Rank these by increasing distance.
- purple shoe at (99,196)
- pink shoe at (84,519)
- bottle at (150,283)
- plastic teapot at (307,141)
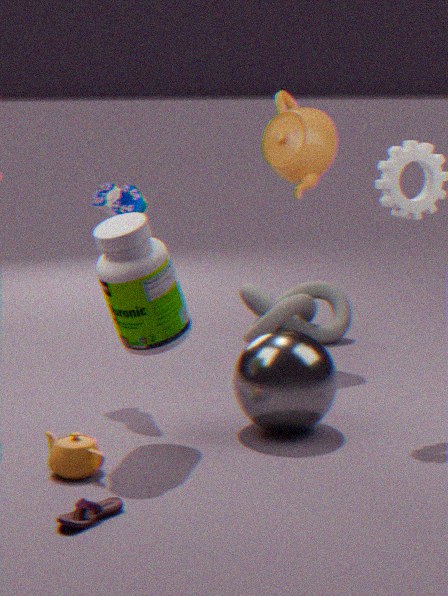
pink shoe at (84,519) < bottle at (150,283) < purple shoe at (99,196) < plastic teapot at (307,141)
